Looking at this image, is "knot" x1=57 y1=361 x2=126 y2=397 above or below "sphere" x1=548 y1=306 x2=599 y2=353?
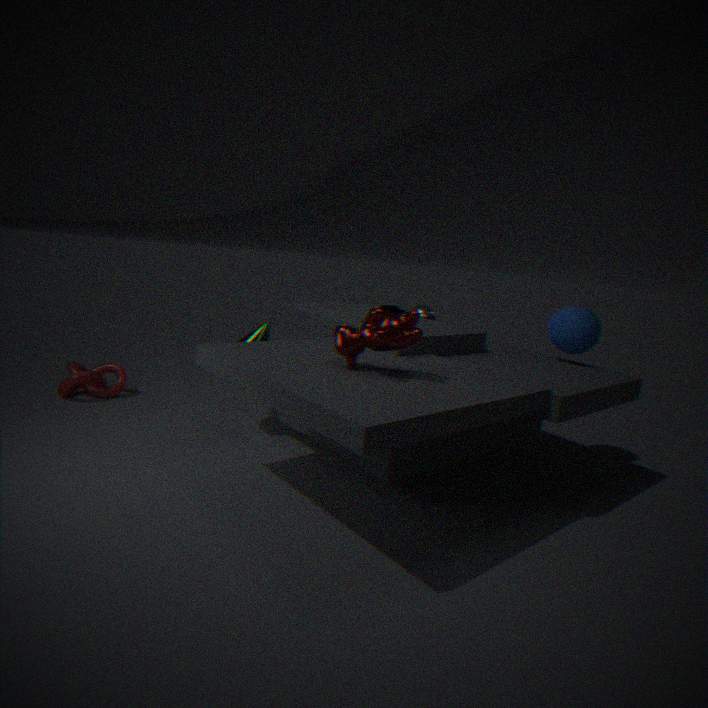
below
